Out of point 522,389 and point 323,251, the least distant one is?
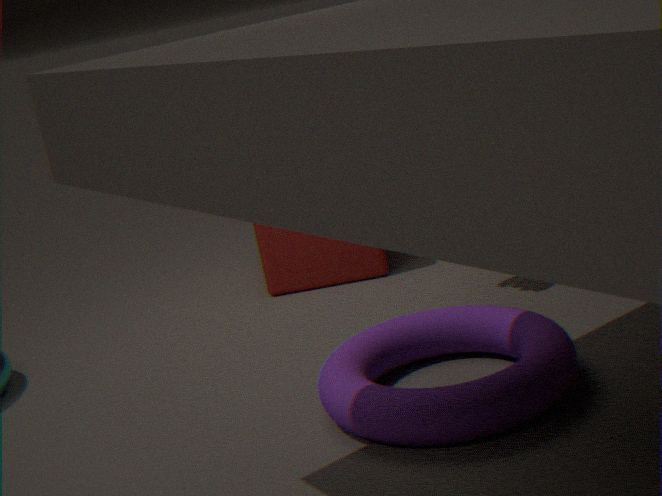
point 522,389
